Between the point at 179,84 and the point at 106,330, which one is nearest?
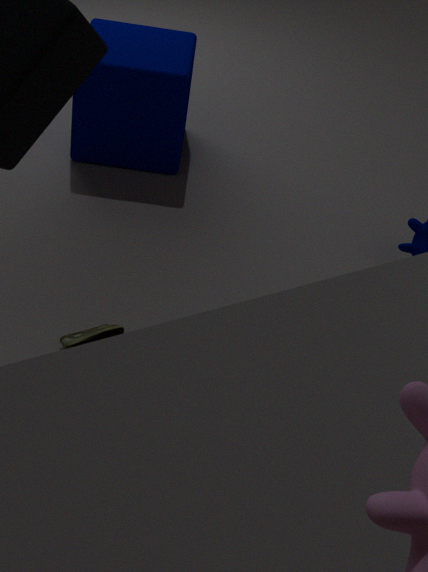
the point at 106,330
